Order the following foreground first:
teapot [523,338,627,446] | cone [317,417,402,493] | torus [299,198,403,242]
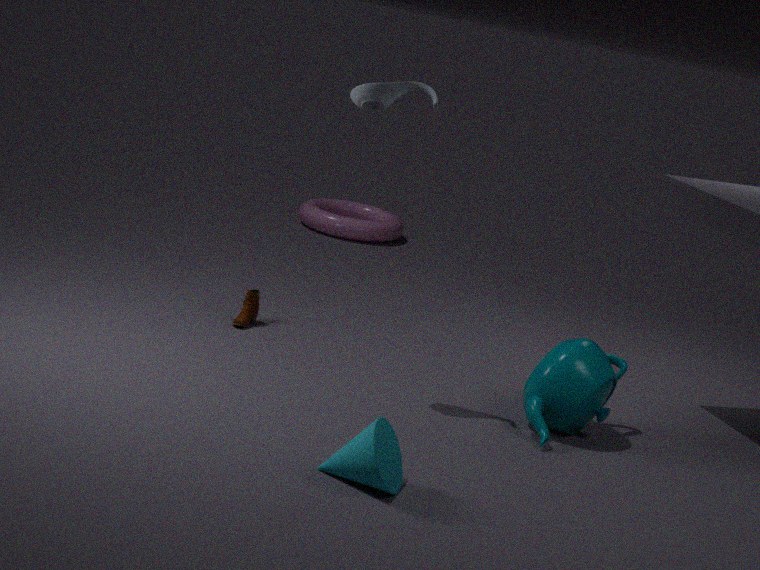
cone [317,417,402,493] → teapot [523,338,627,446] → torus [299,198,403,242]
